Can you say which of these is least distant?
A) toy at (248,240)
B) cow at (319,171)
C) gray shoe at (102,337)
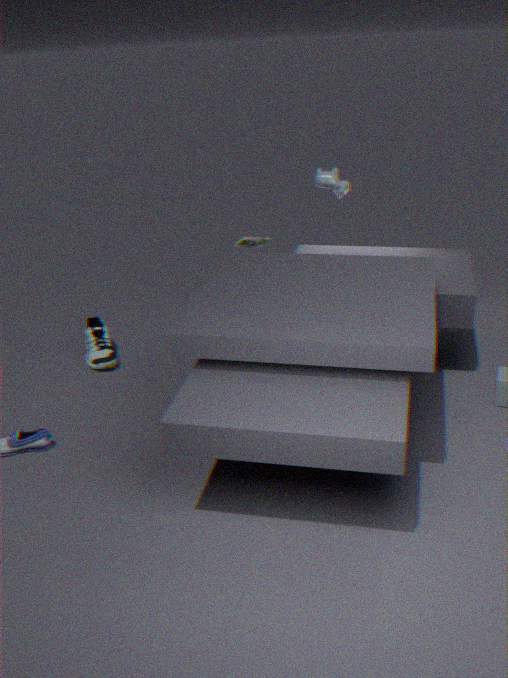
cow at (319,171)
